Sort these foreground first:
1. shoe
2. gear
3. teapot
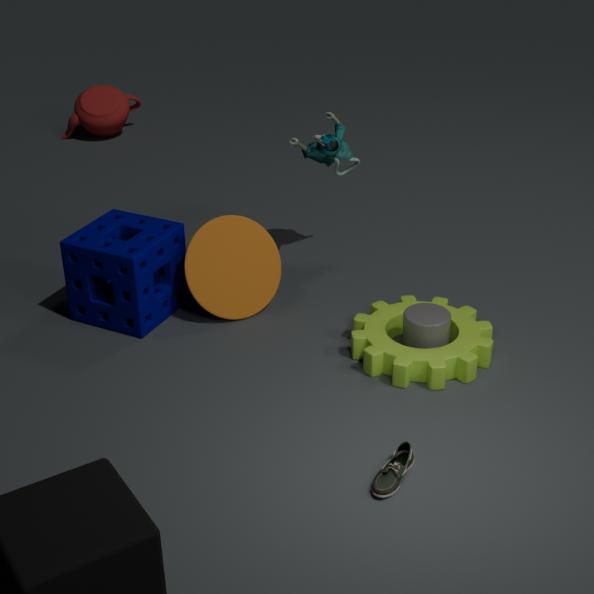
shoe, gear, teapot
